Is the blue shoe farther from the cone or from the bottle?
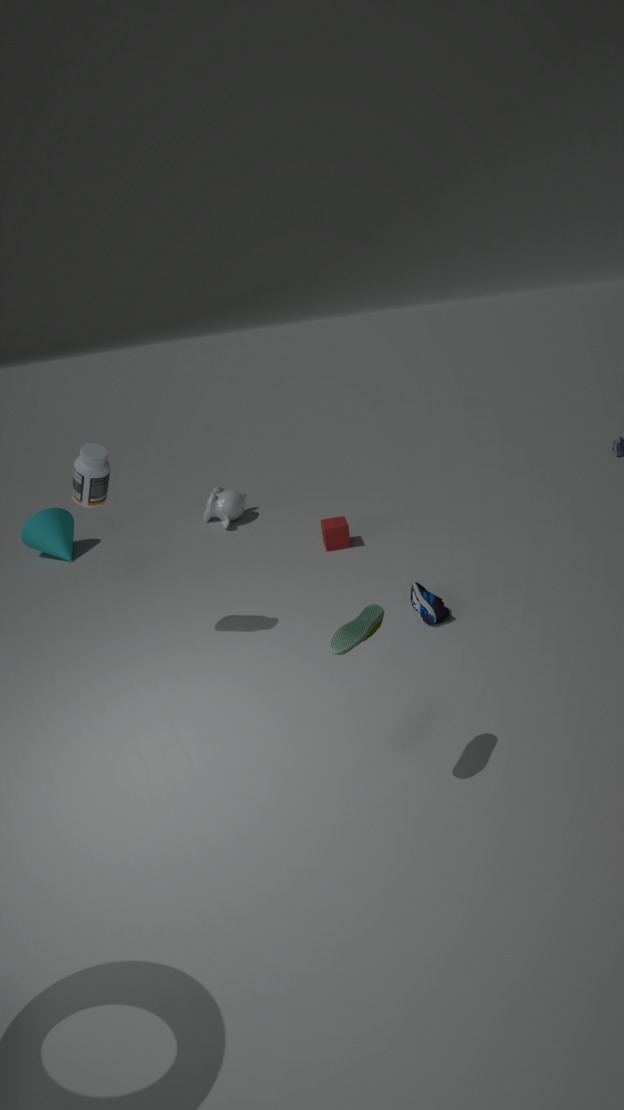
the cone
